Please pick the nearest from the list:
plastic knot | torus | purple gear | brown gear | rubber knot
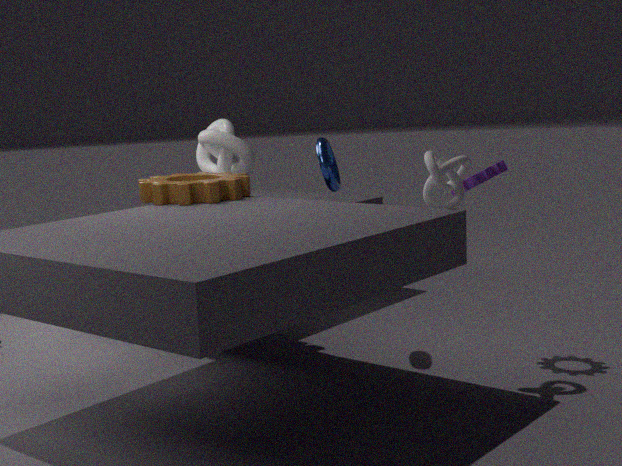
rubber knot
